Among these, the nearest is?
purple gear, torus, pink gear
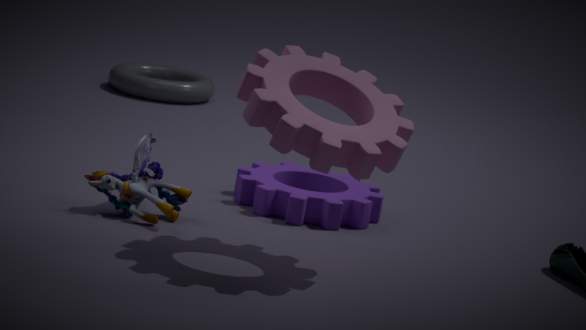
pink gear
